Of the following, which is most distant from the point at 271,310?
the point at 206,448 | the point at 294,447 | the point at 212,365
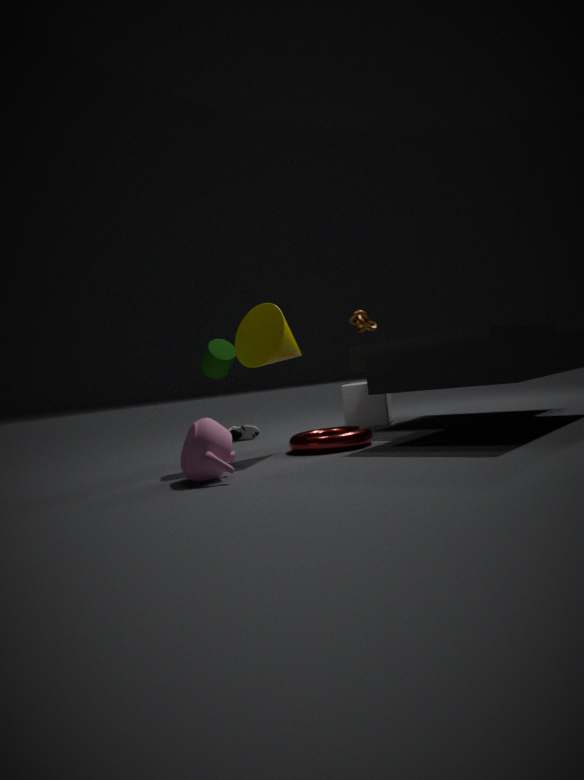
the point at 206,448
